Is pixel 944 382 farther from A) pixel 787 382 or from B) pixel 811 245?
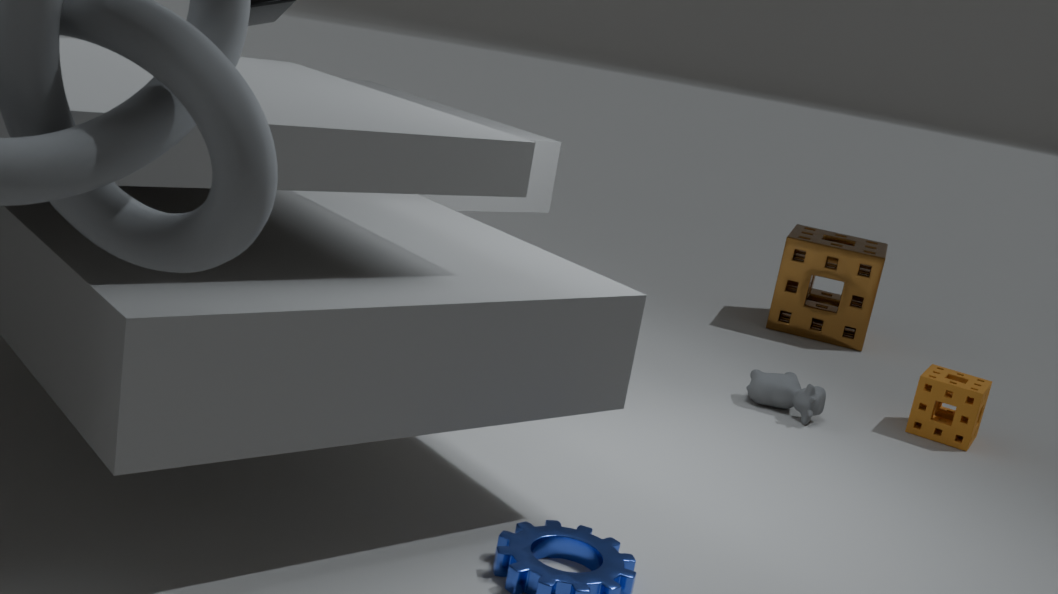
B) pixel 811 245
